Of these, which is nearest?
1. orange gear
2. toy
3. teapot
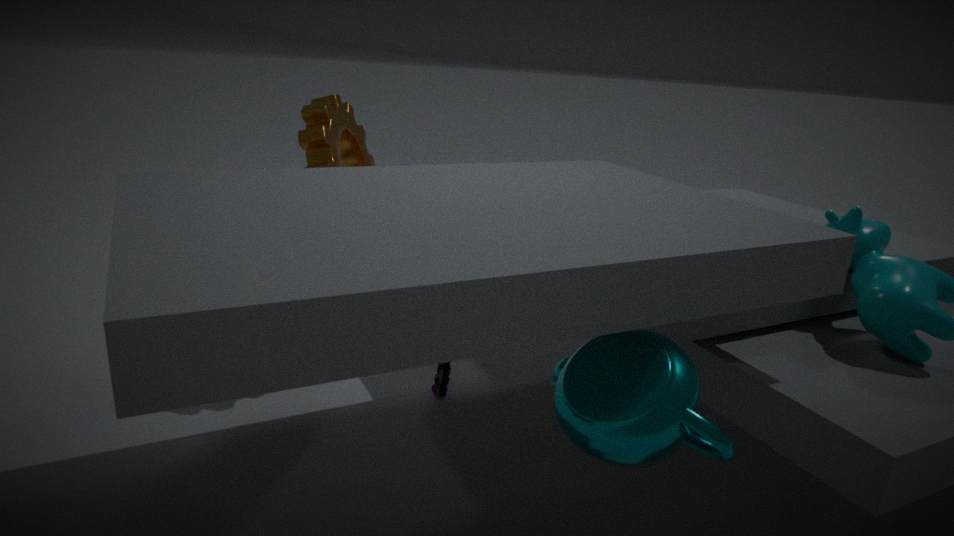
teapot
